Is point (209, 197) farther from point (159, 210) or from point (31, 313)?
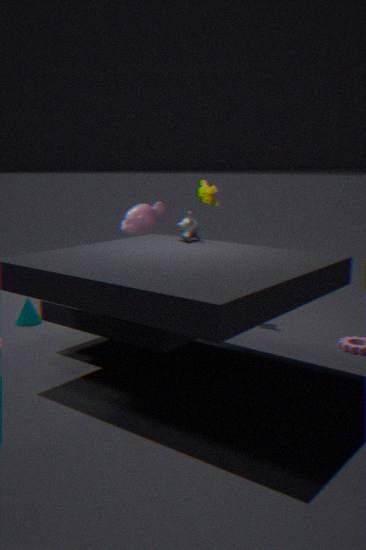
point (31, 313)
